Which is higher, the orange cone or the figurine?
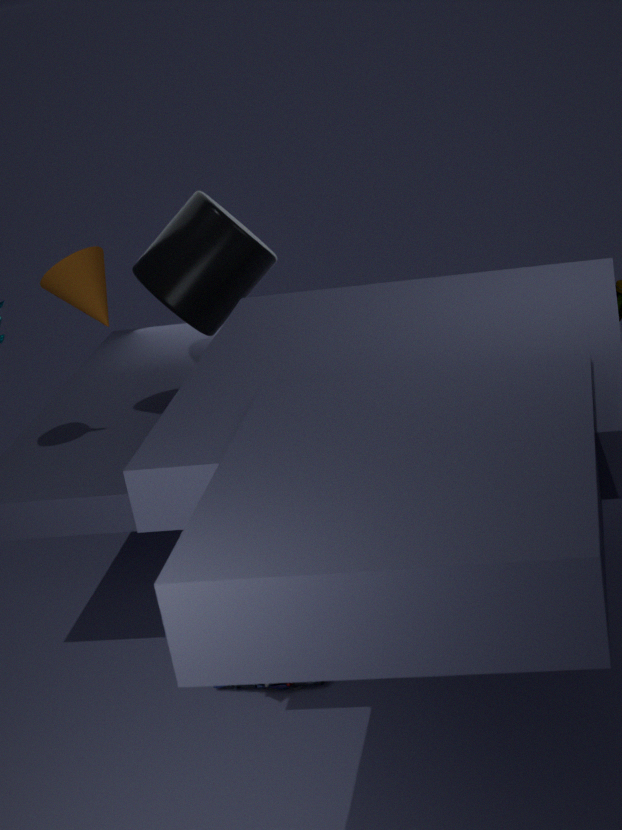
the orange cone
